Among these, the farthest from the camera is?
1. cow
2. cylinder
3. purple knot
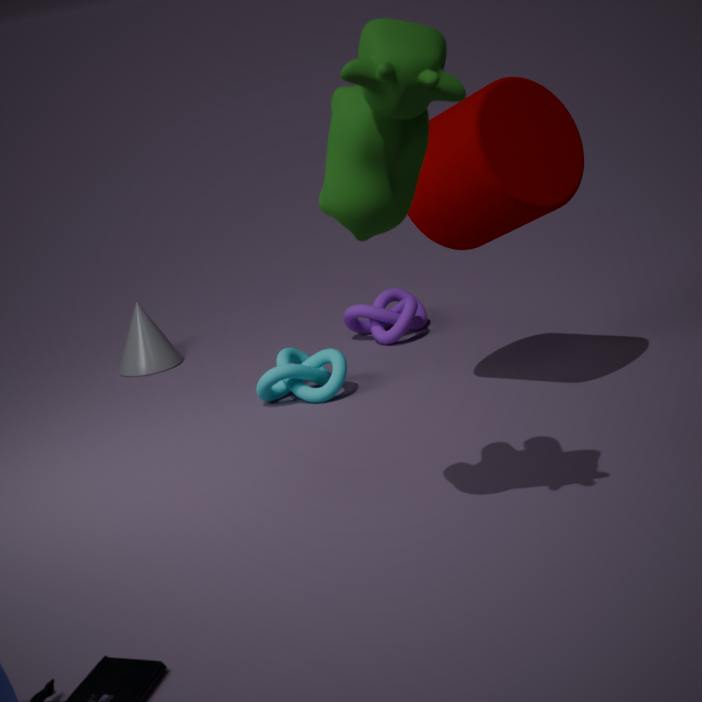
purple knot
